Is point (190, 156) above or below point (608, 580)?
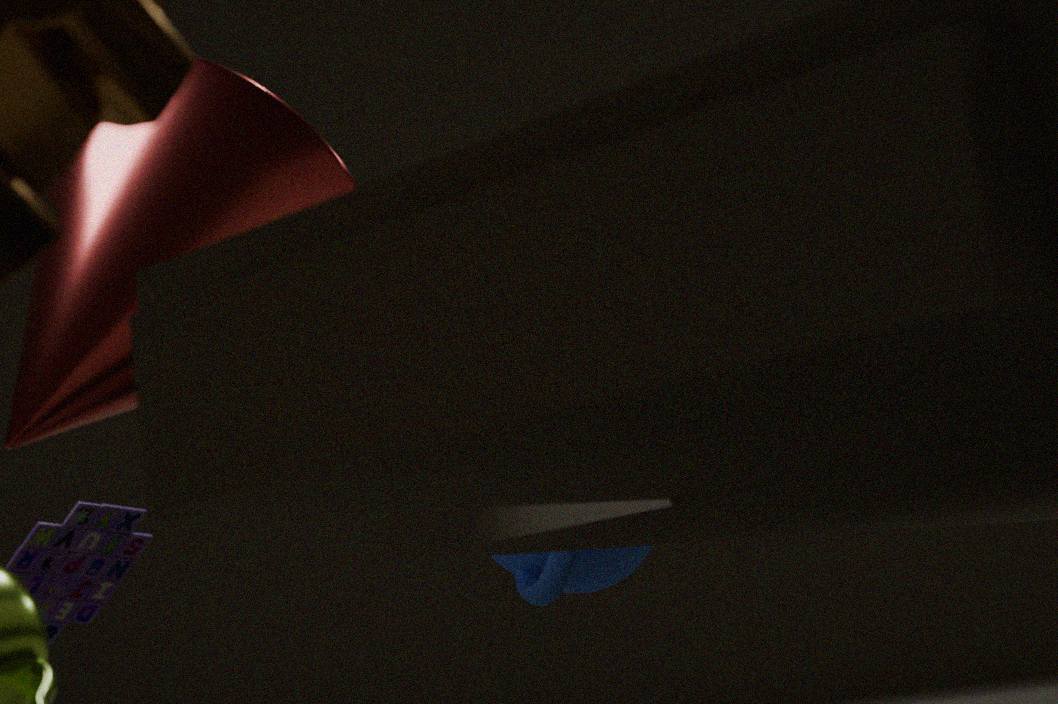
above
